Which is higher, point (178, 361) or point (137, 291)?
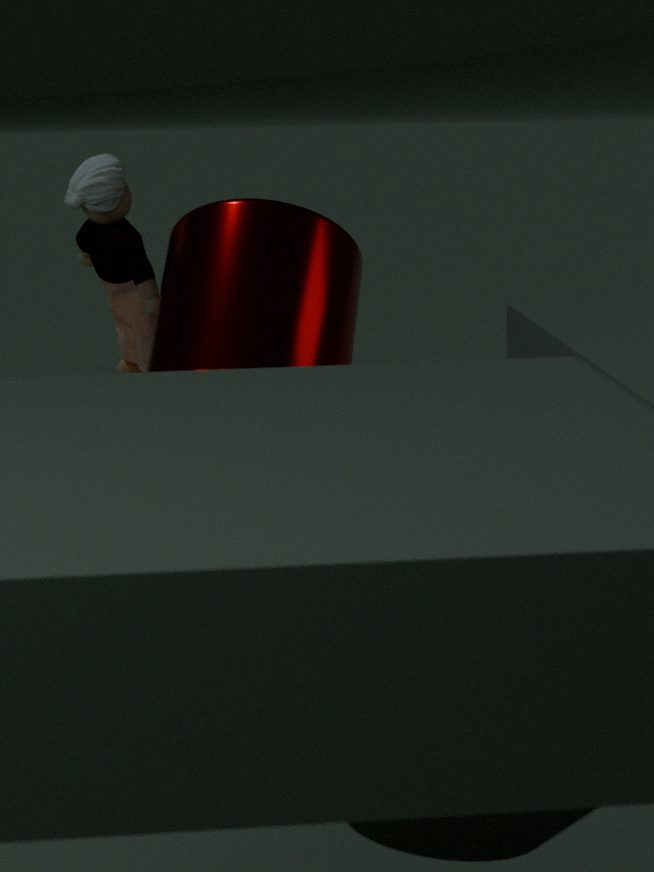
point (137, 291)
